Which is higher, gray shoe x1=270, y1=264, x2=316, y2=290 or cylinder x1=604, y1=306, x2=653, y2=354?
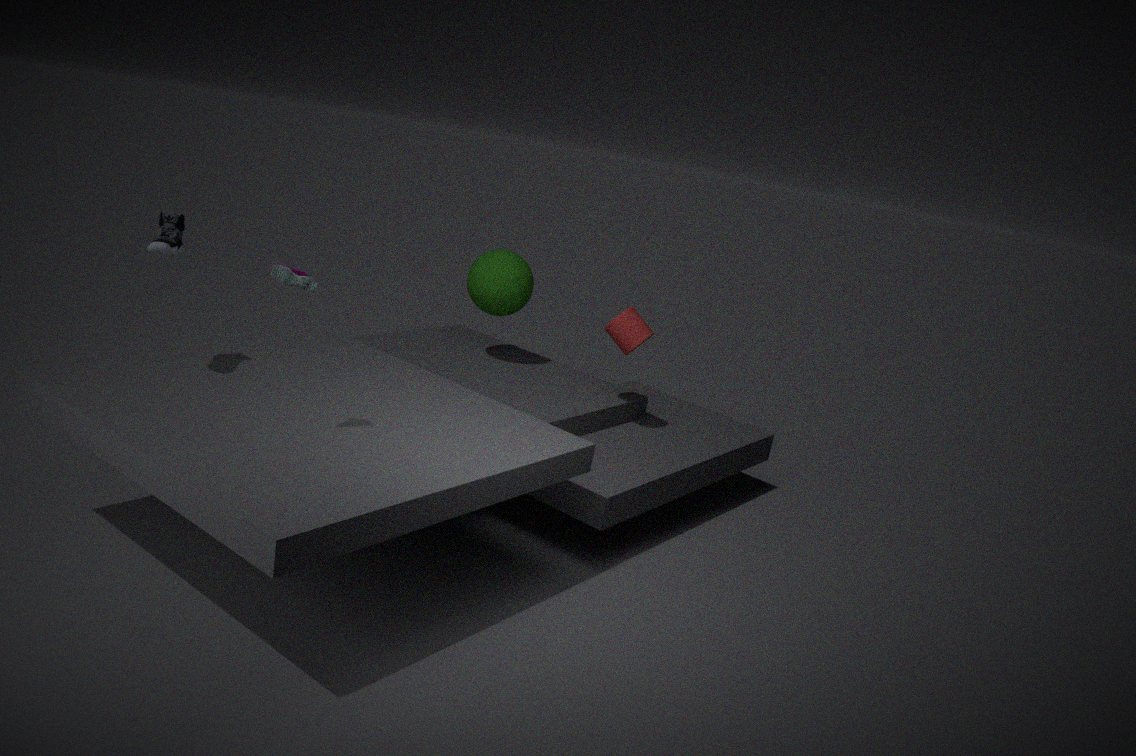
gray shoe x1=270, y1=264, x2=316, y2=290
